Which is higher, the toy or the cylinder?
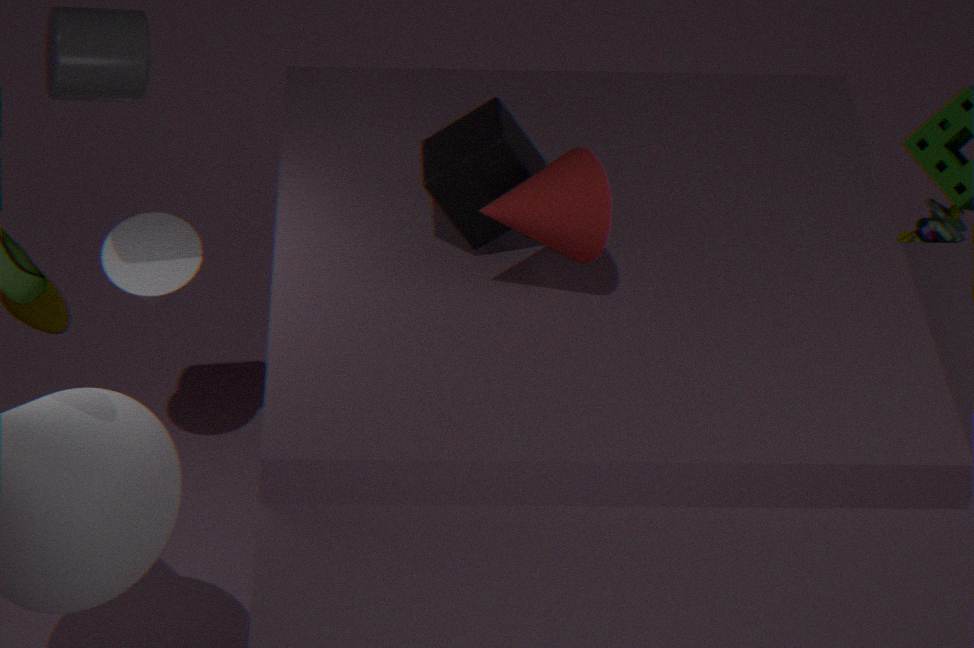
the cylinder
